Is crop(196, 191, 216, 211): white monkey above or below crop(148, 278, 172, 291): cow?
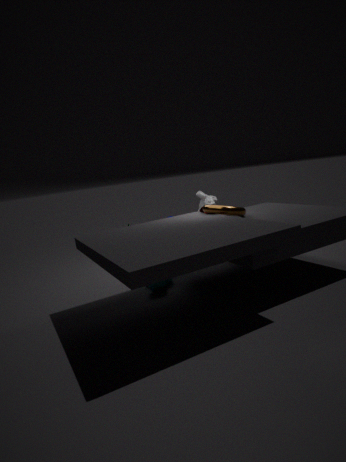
above
